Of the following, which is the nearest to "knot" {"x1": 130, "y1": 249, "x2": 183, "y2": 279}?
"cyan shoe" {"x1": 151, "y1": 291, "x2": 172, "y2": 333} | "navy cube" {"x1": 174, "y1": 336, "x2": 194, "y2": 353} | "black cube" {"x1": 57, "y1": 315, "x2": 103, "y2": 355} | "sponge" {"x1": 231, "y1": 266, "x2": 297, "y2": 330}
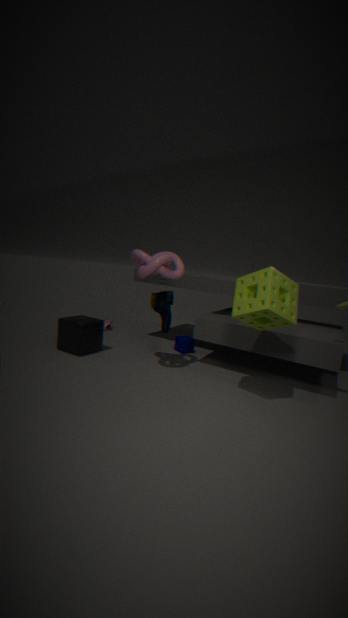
"cyan shoe" {"x1": 151, "y1": 291, "x2": 172, "y2": 333}
